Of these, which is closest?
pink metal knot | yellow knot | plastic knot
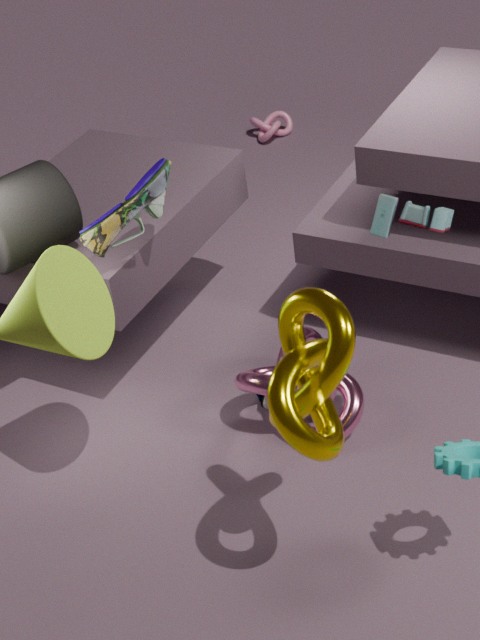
yellow knot
